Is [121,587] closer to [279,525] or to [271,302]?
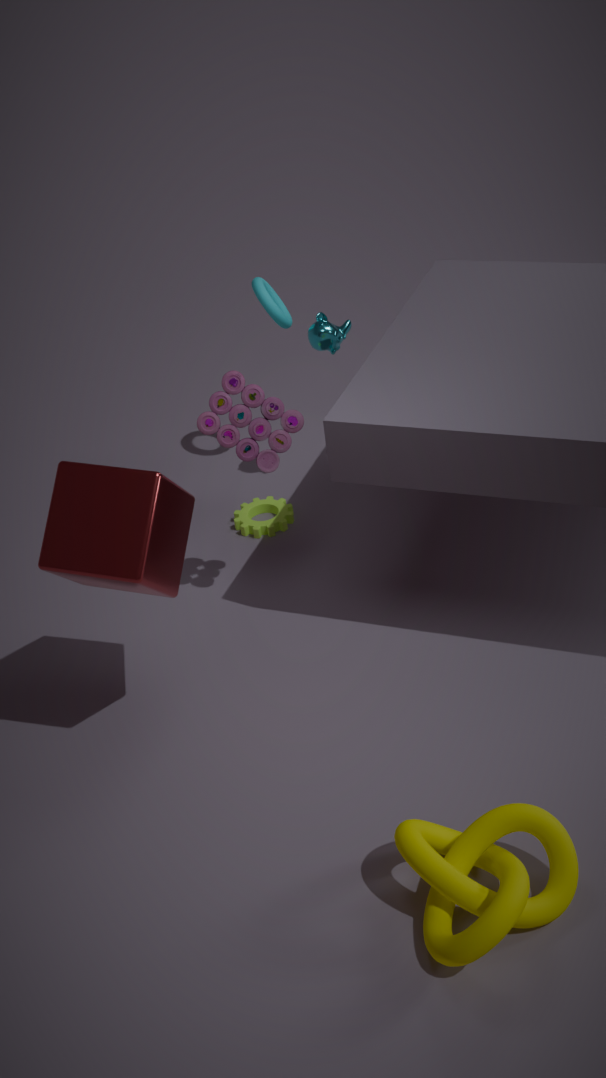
[279,525]
